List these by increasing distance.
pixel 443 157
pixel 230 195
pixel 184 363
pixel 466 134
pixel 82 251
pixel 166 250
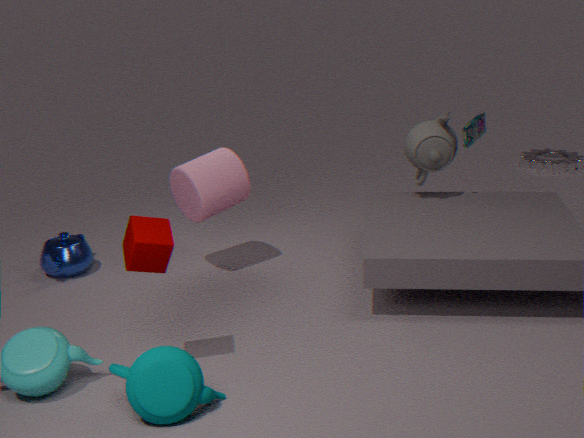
pixel 184 363 < pixel 166 250 < pixel 230 195 < pixel 466 134 < pixel 443 157 < pixel 82 251
